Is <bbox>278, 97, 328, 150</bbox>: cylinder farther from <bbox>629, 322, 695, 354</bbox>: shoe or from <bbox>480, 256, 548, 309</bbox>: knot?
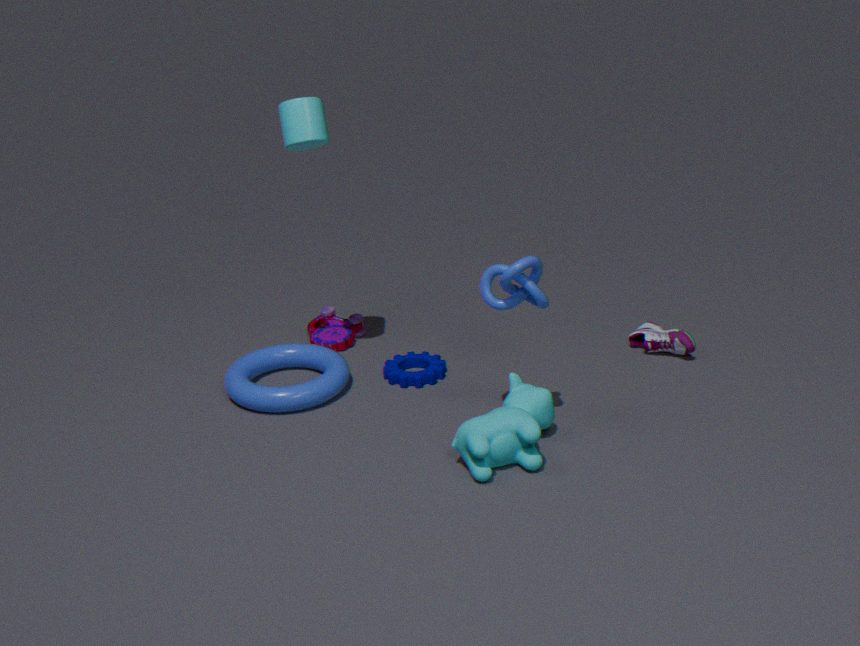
<bbox>629, 322, 695, 354</bbox>: shoe
